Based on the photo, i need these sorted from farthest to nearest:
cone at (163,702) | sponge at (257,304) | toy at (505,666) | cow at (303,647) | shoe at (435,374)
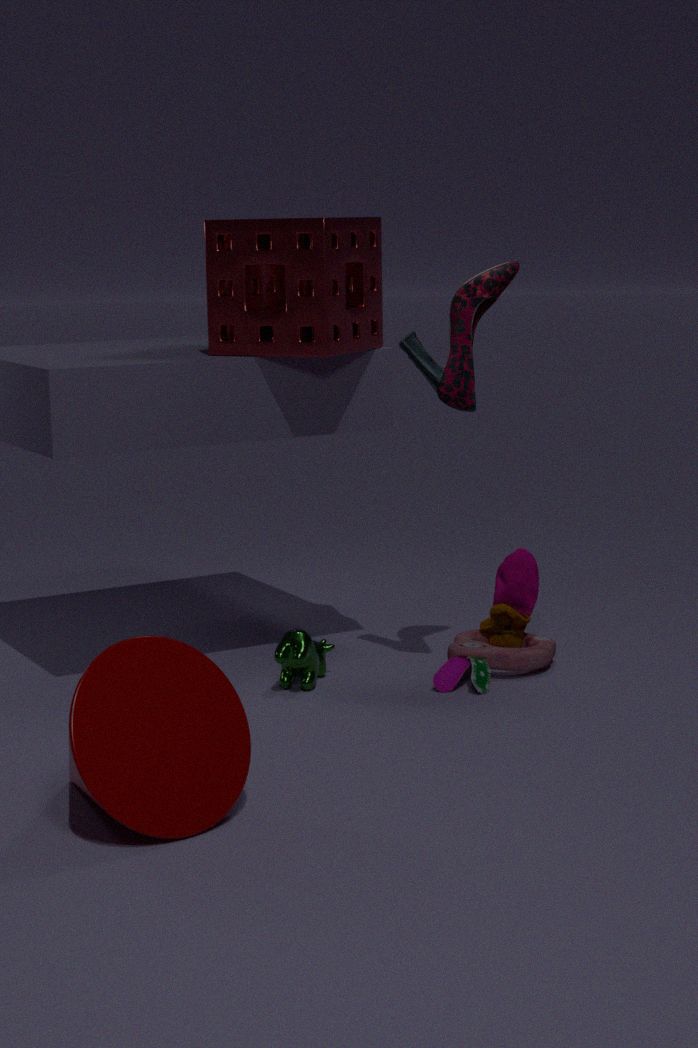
toy at (505,666) → cow at (303,647) → sponge at (257,304) → shoe at (435,374) → cone at (163,702)
